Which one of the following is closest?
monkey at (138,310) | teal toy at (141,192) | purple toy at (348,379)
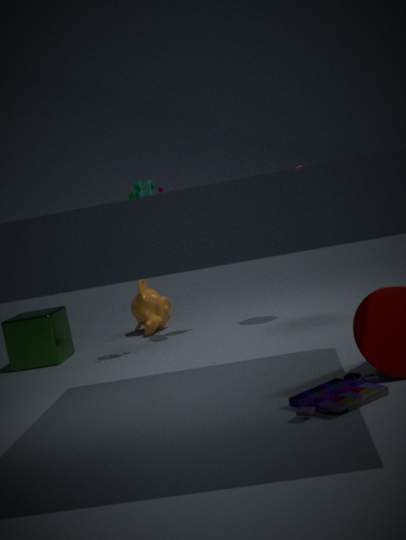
purple toy at (348,379)
